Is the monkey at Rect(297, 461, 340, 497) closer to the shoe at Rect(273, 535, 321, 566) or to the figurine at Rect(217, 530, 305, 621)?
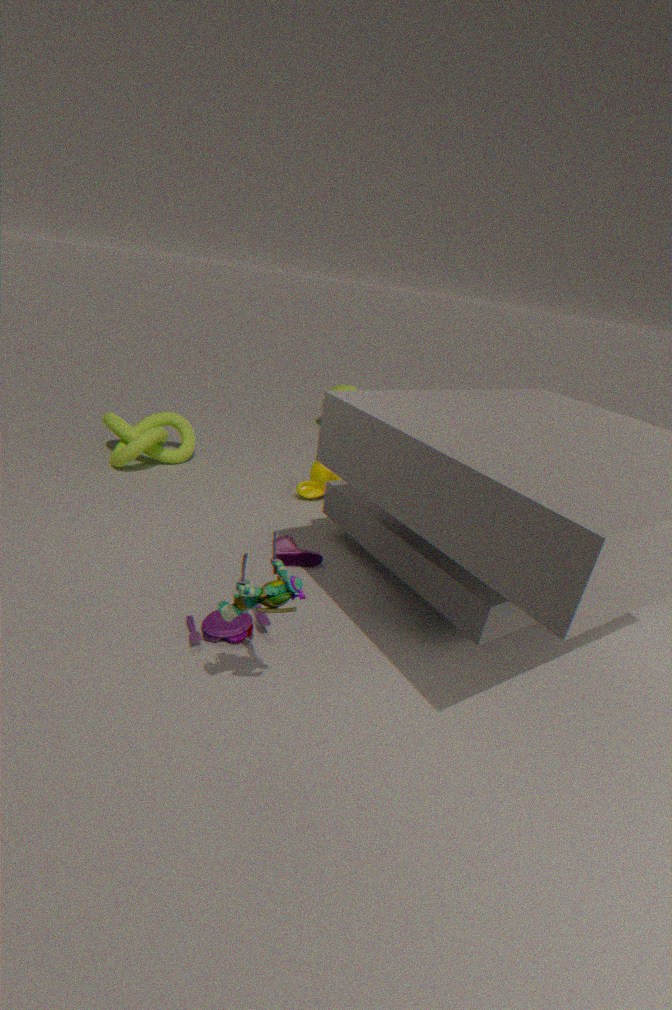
the shoe at Rect(273, 535, 321, 566)
